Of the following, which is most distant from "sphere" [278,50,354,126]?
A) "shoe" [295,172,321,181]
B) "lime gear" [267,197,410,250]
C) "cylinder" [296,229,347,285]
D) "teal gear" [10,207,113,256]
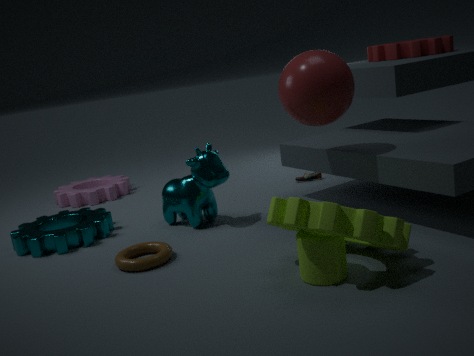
"teal gear" [10,207,113,256]
